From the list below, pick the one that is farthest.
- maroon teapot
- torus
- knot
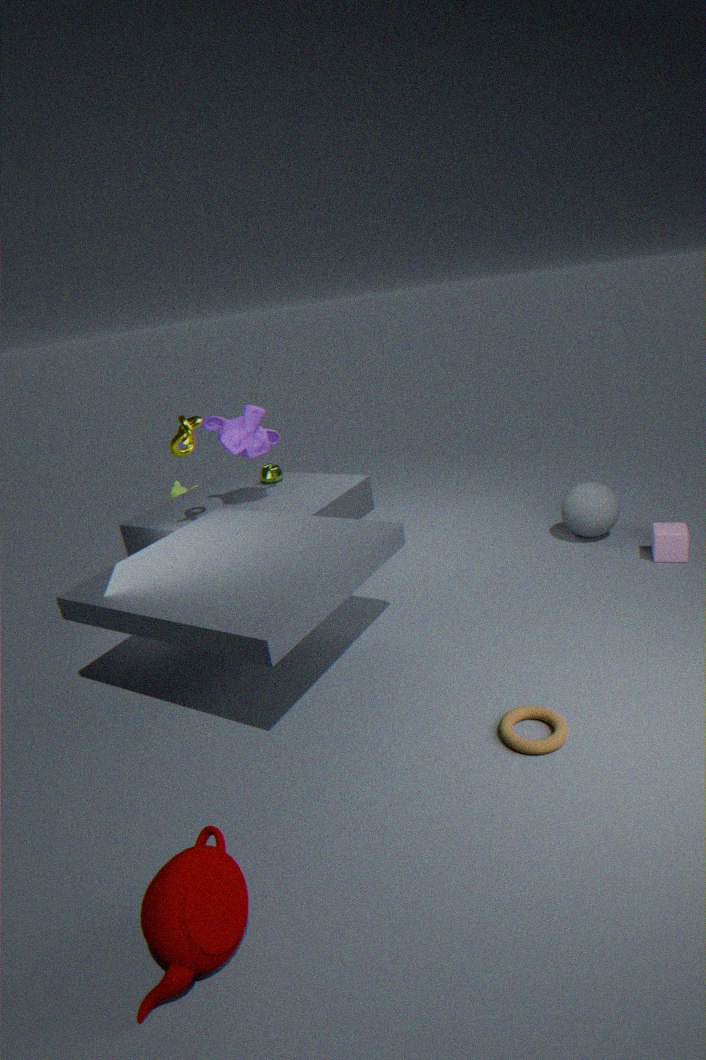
knot
